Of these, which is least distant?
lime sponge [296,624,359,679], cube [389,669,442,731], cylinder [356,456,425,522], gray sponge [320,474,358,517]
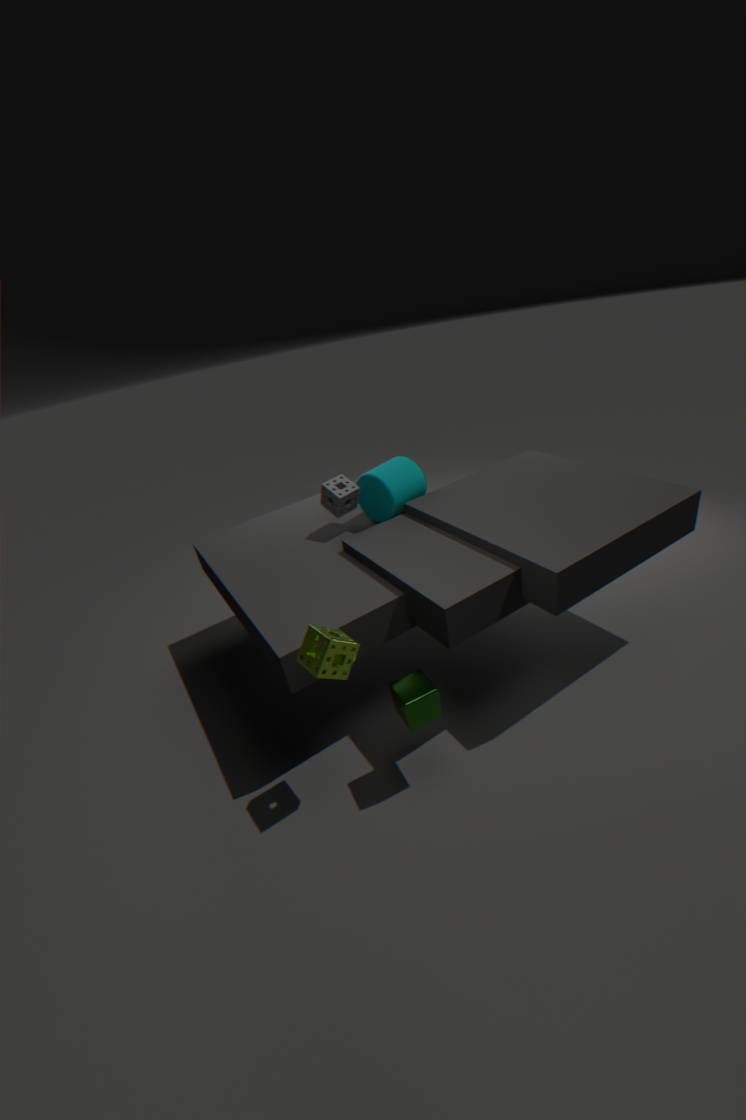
lime sponge [296,624,359,679]
